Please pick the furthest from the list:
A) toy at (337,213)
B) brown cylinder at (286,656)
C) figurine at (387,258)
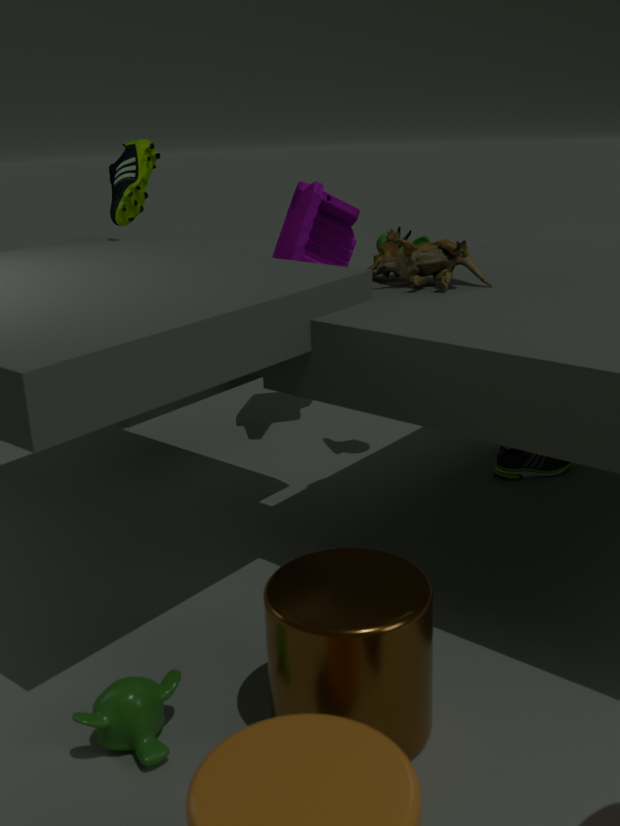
toy at (337,213)
